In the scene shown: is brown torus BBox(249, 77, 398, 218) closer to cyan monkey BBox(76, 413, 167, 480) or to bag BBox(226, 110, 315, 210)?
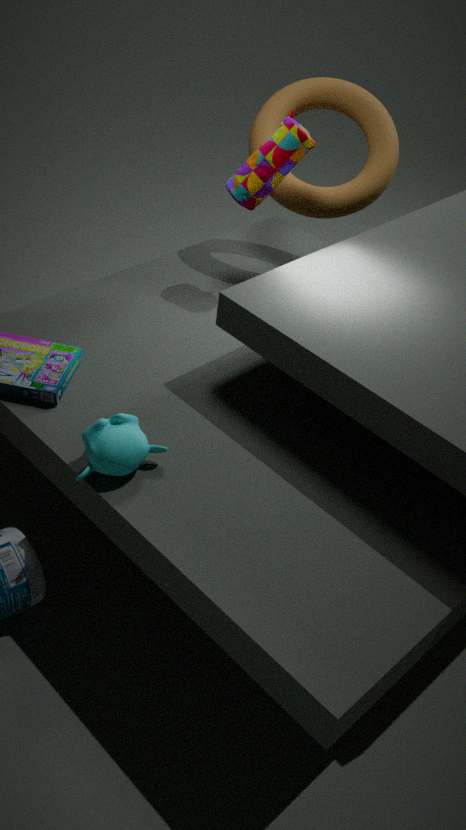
bag BBox(226, 110, 315, 210)
